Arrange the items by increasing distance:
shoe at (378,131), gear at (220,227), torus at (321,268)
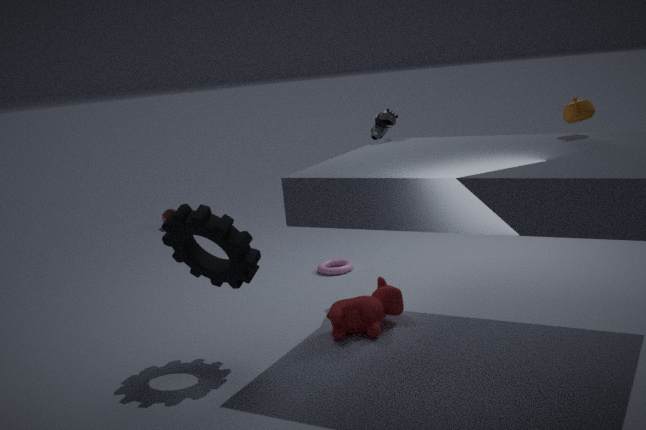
1. gear at (220,227)
2. shoe at (378,131)
3. torus at (321,268)
